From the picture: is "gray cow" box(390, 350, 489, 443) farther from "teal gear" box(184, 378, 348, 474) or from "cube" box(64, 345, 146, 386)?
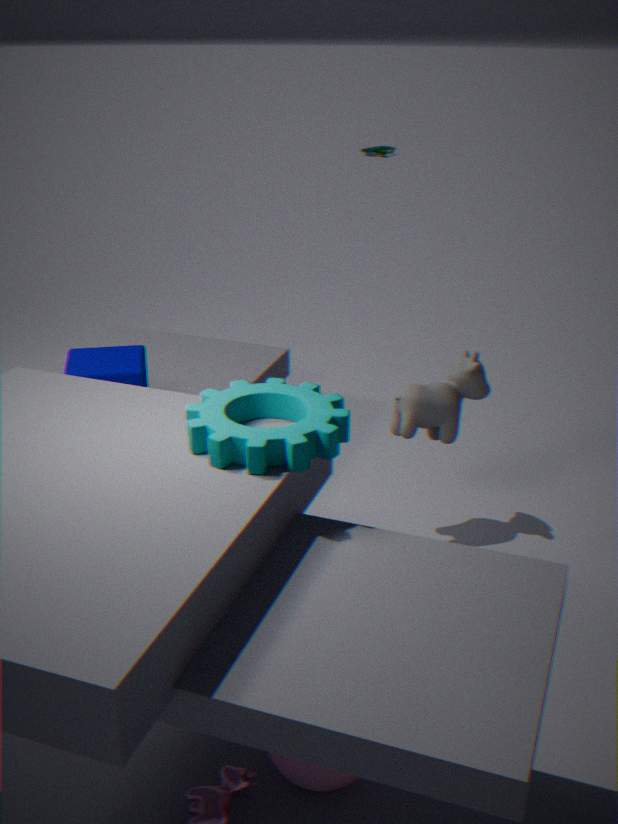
"cube" box(64, 345, 146, 386)
